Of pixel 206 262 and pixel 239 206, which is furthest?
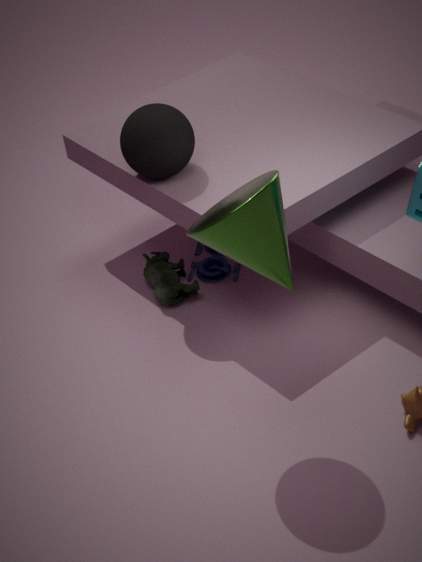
pixel 206 262
